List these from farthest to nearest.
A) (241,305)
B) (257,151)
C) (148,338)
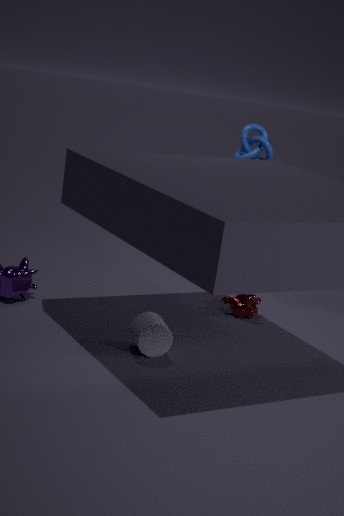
(257,151) < (241,305) < (148,338)
